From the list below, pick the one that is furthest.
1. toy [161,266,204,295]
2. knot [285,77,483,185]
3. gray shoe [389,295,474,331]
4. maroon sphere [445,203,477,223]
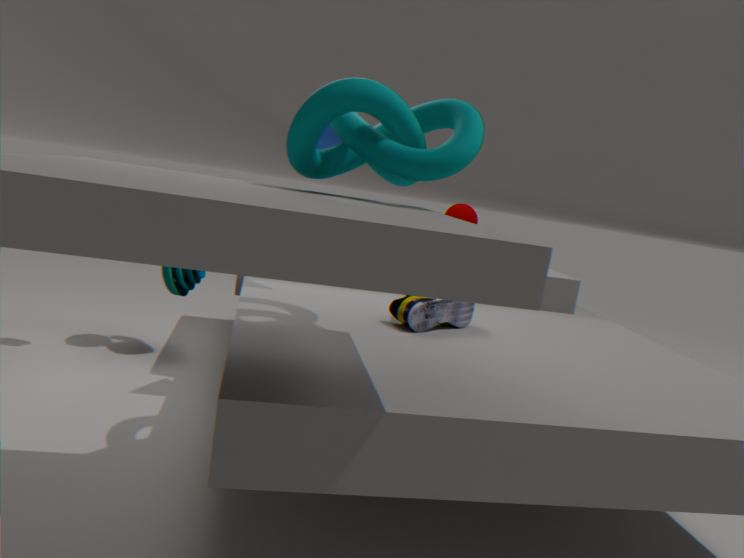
maroon sphere [445,203,477,223]
